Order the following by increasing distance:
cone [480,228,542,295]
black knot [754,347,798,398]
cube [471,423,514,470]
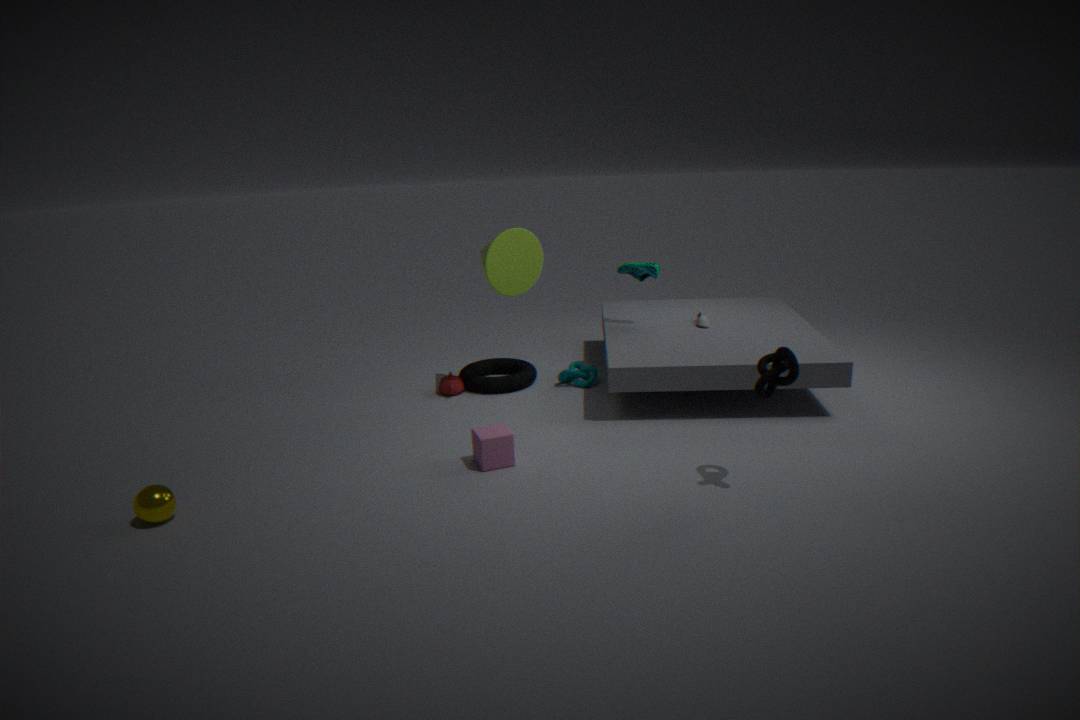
black knot [754,347,798,398] → cube [471,423,514,470] → cone [480,228,542,295]
